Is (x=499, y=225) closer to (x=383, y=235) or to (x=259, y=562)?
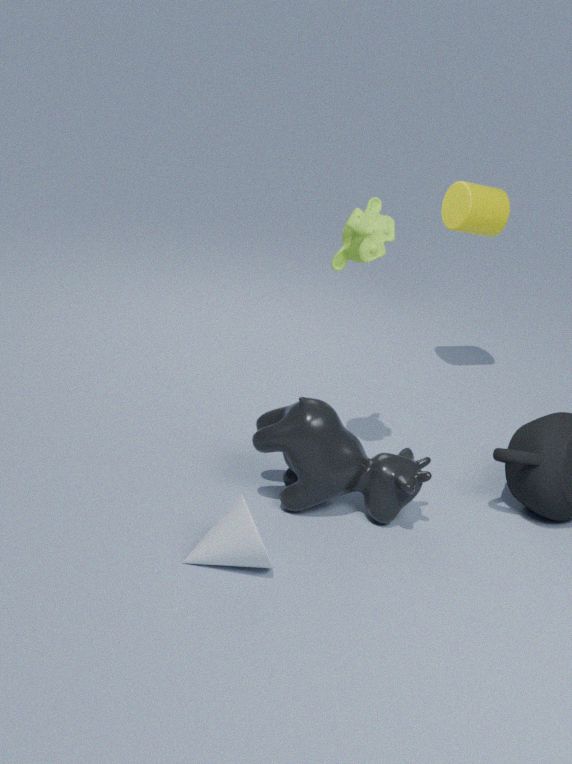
(x=383, y=235)
